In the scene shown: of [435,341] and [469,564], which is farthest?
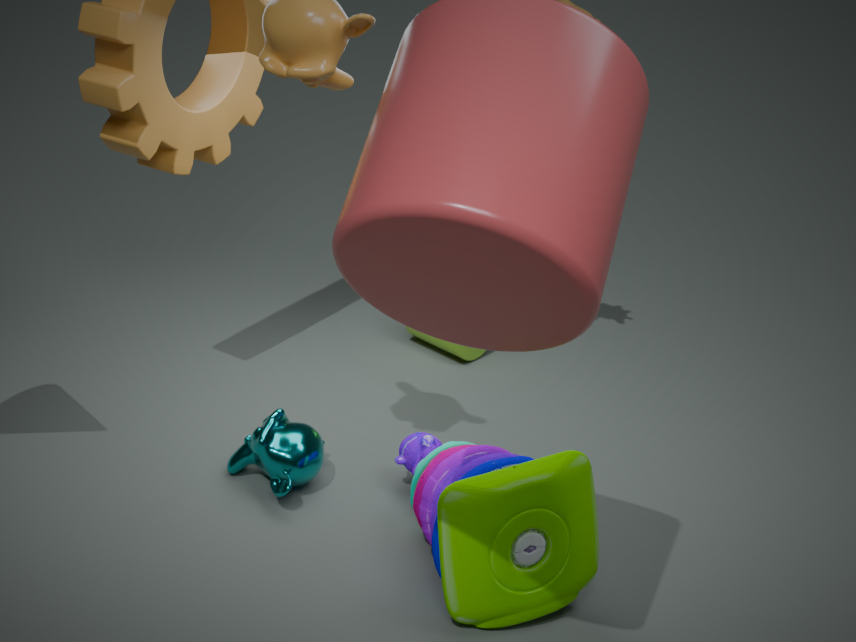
[435,341]
